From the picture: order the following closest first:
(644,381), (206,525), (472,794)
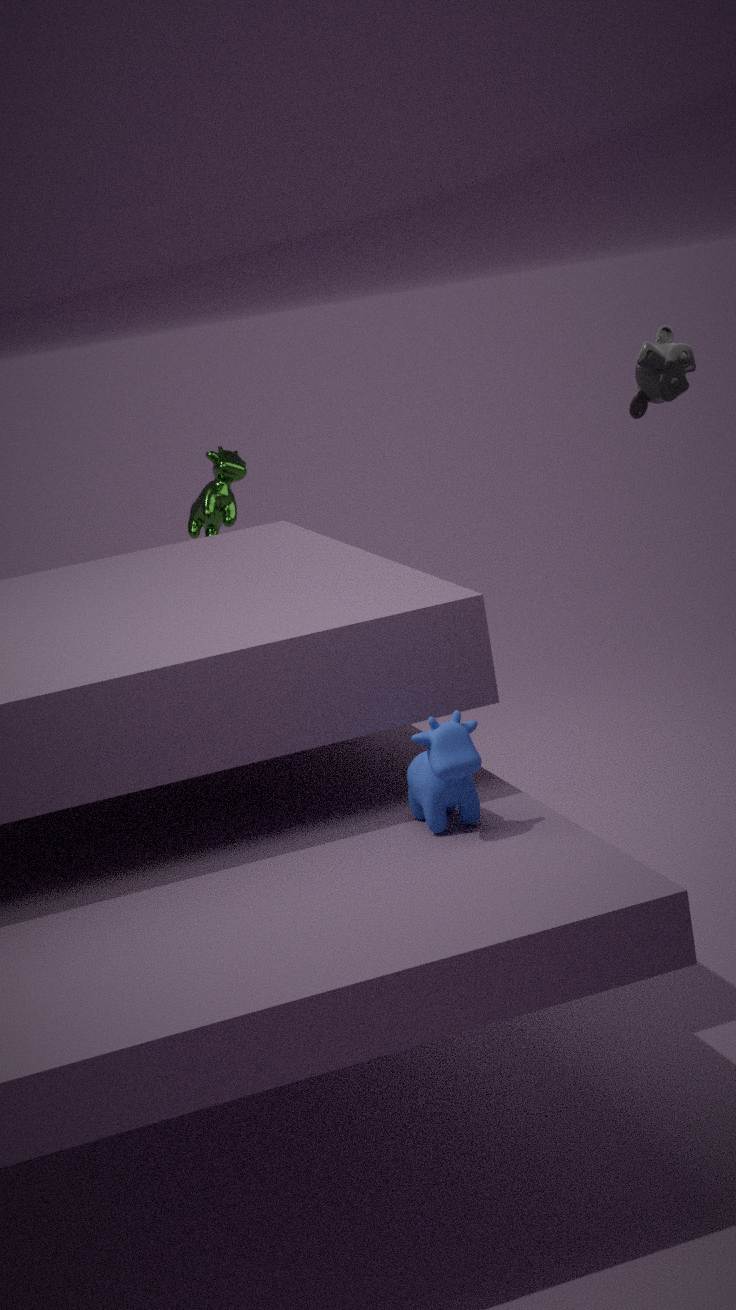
1. (472,794)
2. (644,381)
3. (206,525)
